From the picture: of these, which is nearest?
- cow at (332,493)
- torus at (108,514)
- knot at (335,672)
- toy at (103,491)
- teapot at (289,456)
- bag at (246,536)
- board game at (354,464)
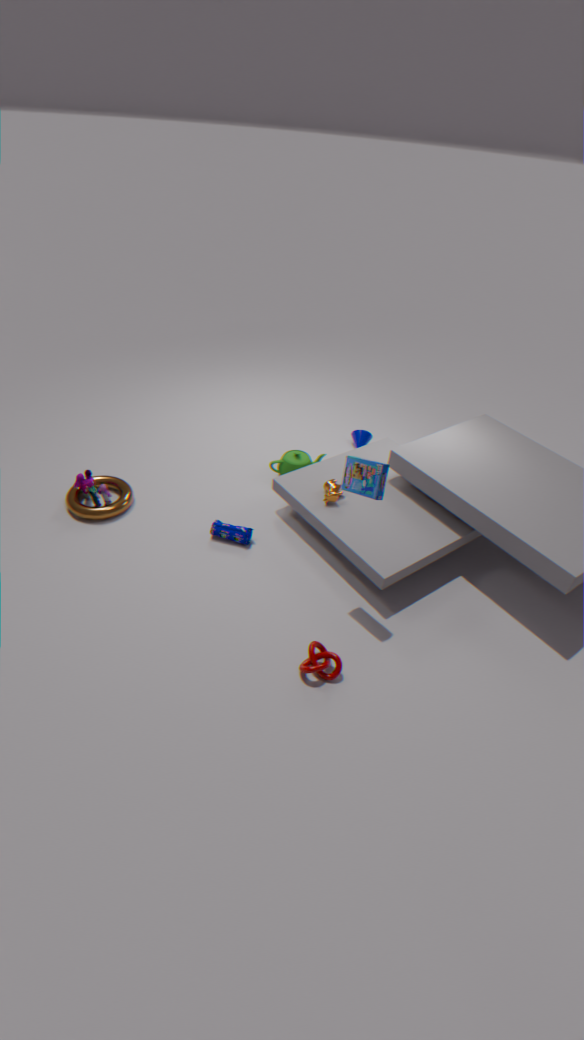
board game at (354,464)
